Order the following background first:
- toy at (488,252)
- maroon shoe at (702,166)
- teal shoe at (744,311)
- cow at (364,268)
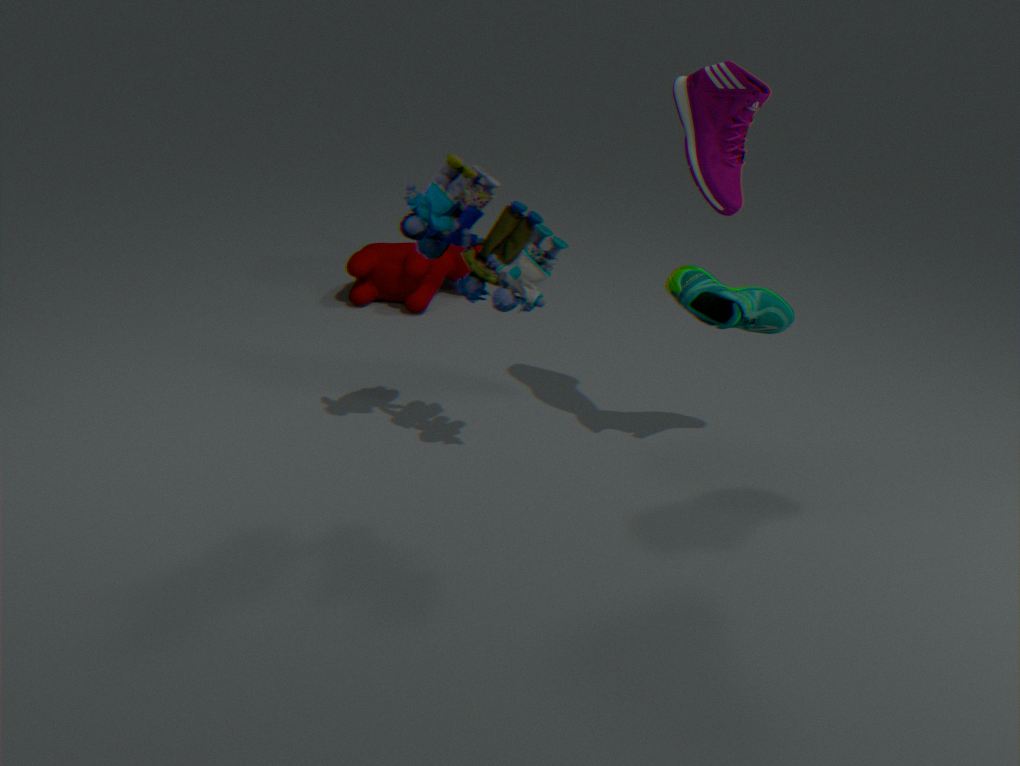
cow at (364,268)
teal shoe at (744,311)
toy at (488,252)
maroon shoe at (702,166)
